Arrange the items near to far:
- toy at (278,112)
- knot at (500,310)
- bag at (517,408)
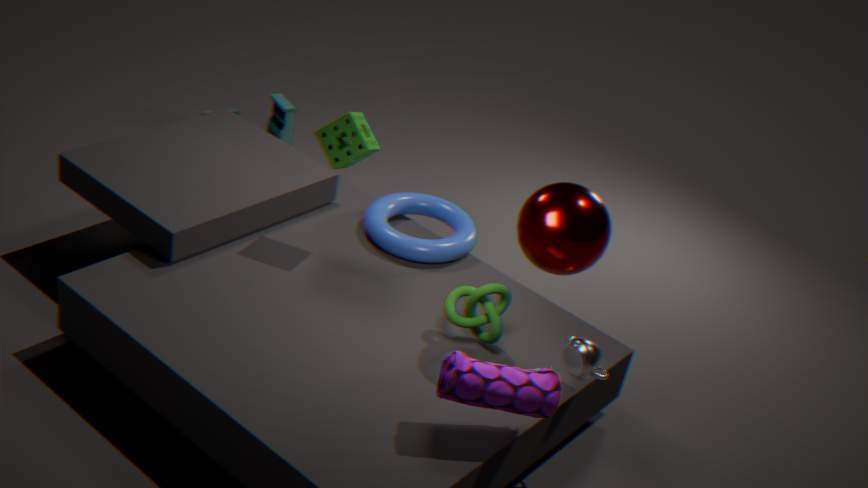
bag at (517,408) < knot at (500,310) < toy at (278,112)
